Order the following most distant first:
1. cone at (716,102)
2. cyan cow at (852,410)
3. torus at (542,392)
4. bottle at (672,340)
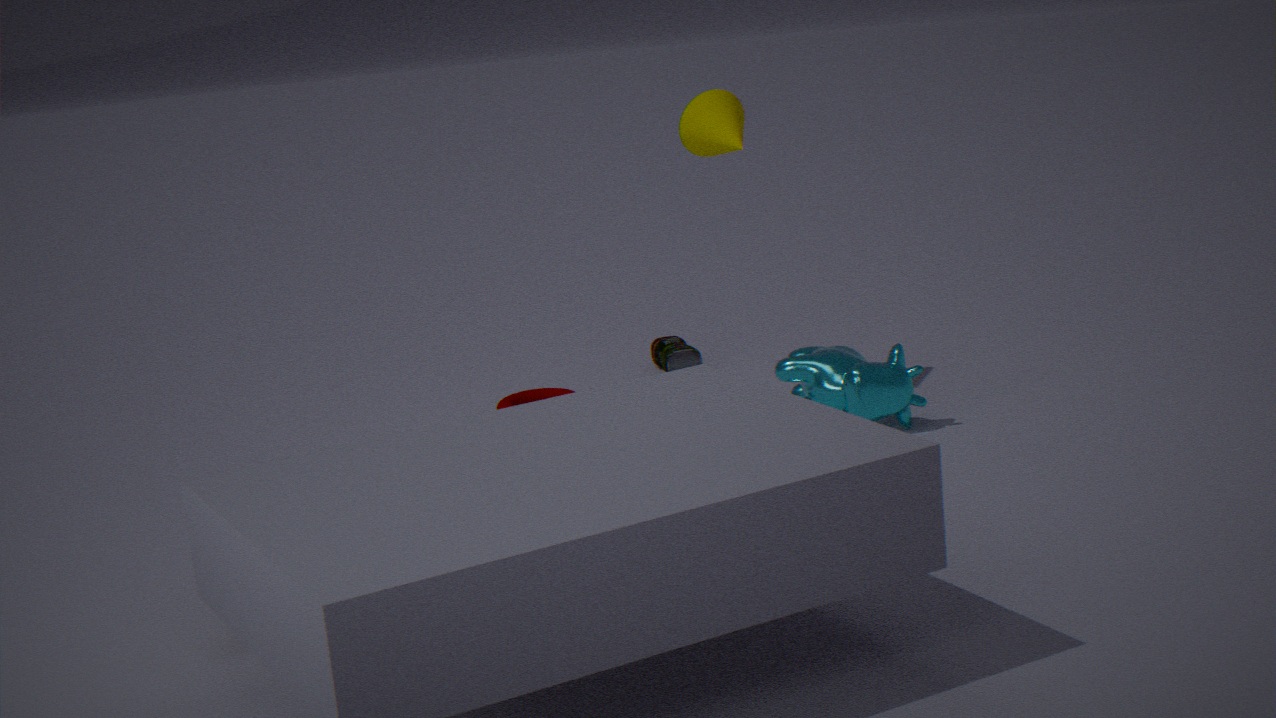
bottle at (672,340) → torus at (542,392) → cone at (716,102) → cyan cow at (852,410)
